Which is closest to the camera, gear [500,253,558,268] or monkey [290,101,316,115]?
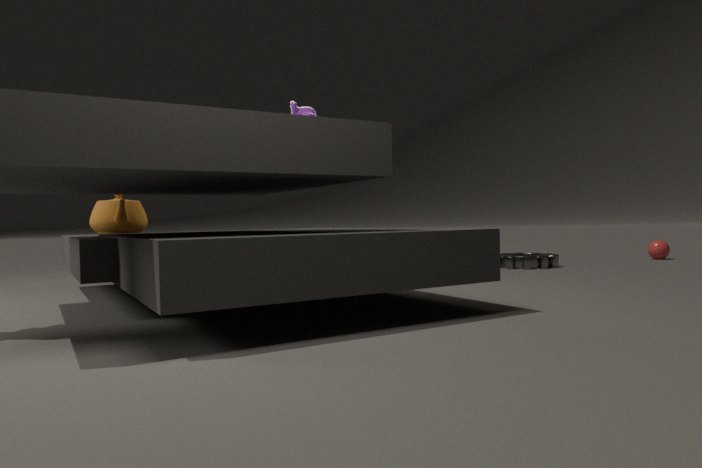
monkey [290,101,316,115]
